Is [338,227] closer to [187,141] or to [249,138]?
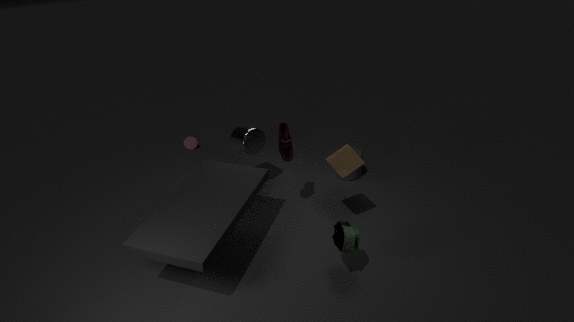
[249,138]
